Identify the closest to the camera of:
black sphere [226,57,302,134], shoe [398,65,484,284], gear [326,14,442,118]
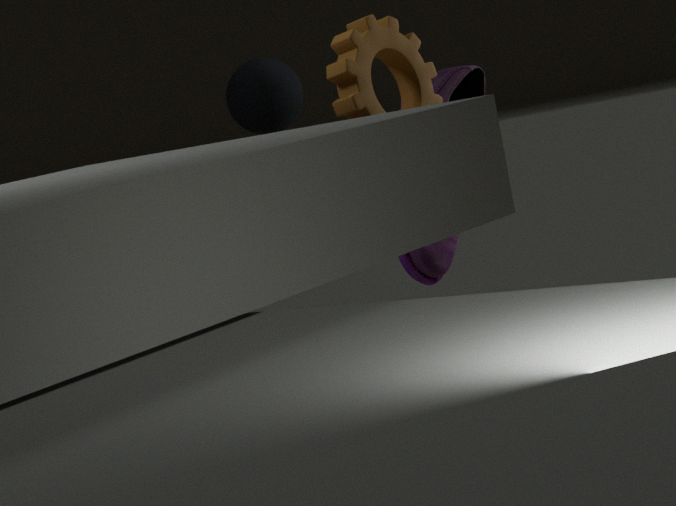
gear [326,14,442,118]
